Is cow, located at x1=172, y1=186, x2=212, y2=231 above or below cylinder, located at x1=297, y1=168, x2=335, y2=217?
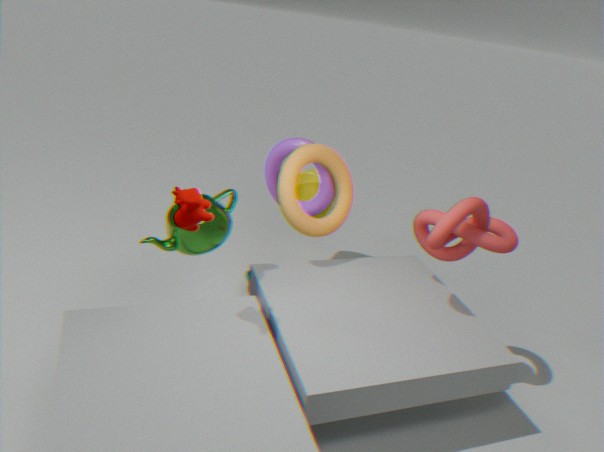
above
